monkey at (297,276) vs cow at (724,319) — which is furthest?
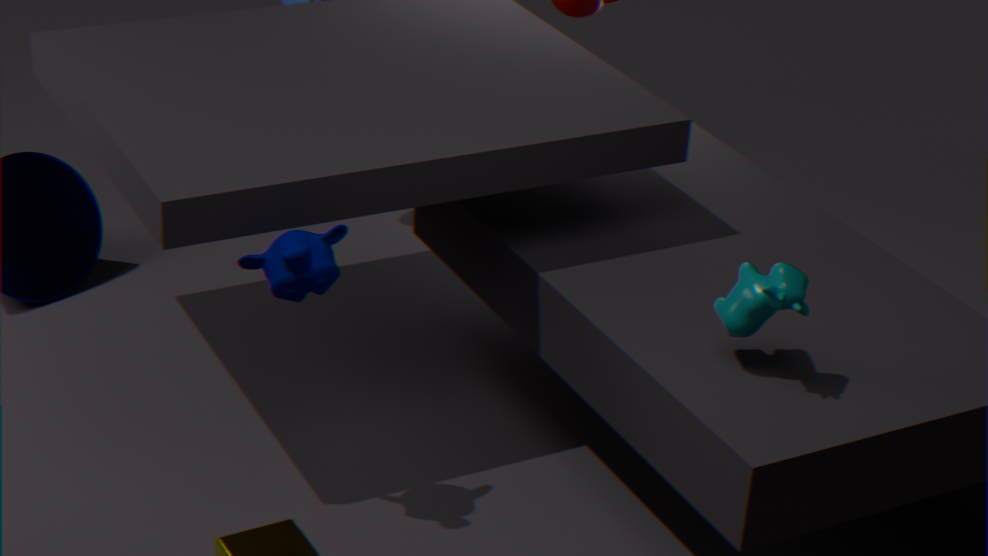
monkey at (297,276)
